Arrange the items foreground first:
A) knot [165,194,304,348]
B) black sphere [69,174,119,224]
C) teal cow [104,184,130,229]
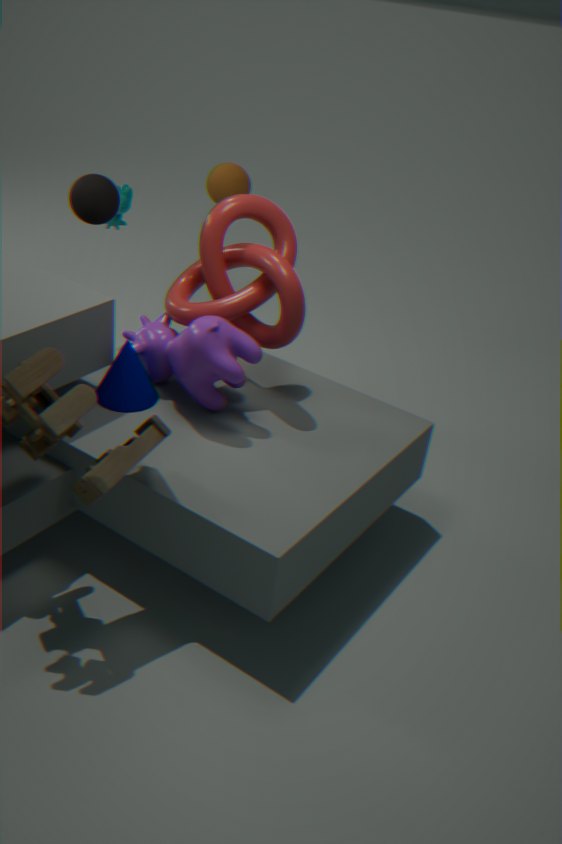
1. knot [165,194,304,348]
2. black sphere [69,174,119,224]
3. teal cow [104,184,130,229]
